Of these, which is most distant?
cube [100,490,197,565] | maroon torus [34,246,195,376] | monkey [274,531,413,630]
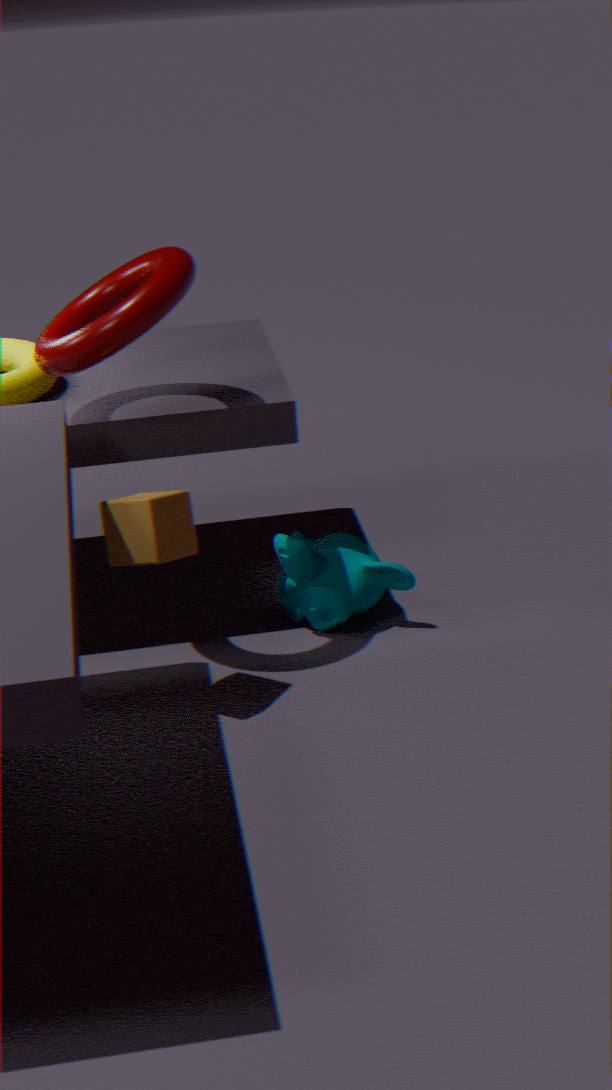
monkey [274,531,413,630]
